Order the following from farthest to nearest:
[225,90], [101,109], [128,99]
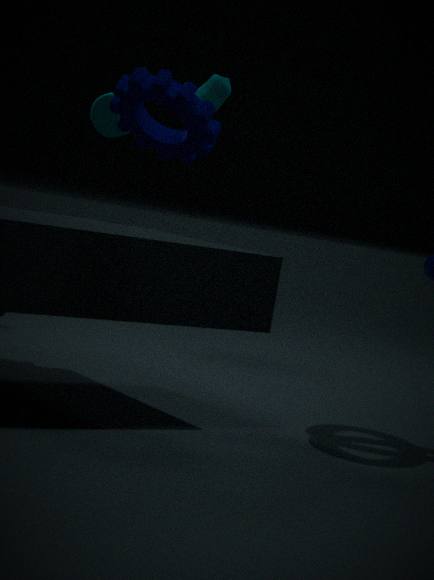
1. [101,109]
2. [225,90]
3. [128,99]
